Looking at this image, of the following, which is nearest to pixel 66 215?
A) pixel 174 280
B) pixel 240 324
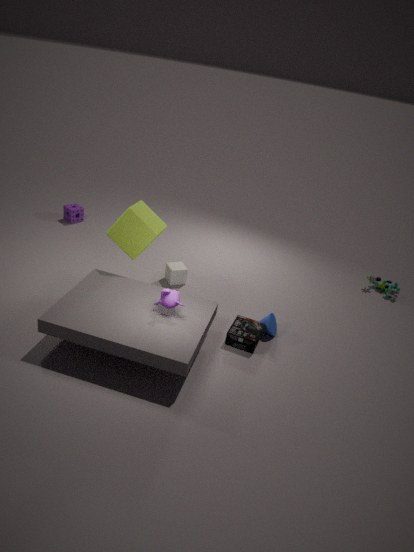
pixel 174 280
